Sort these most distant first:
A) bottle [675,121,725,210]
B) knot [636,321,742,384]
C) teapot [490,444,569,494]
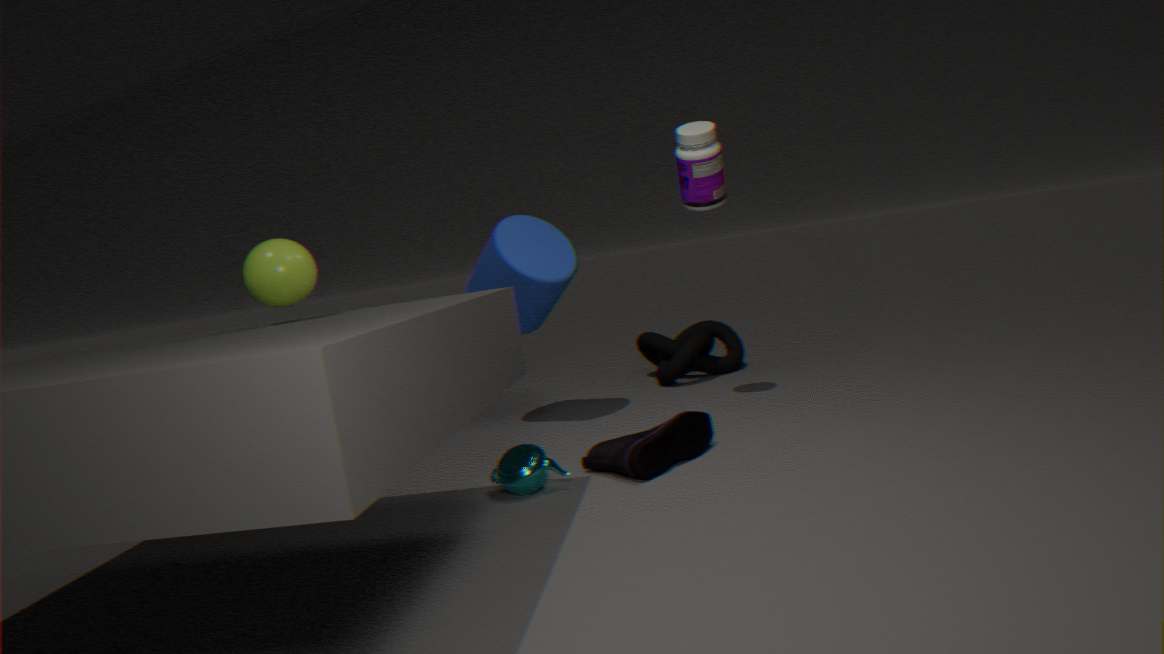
knot [636,321,742,384] < bottle [675,121,725,210] < teapot [490,444,569,494]
